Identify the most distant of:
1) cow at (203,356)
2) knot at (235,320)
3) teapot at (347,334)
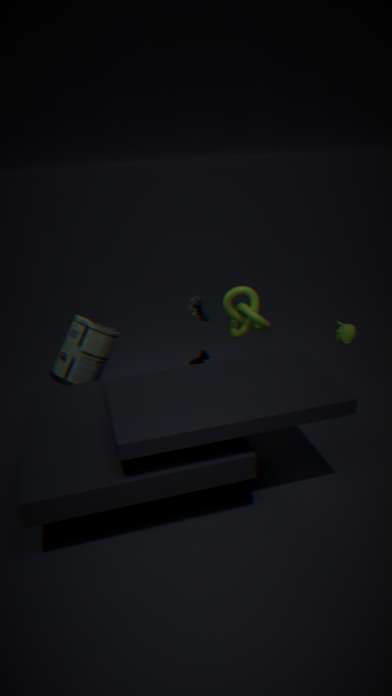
1. cow at (203,356)
